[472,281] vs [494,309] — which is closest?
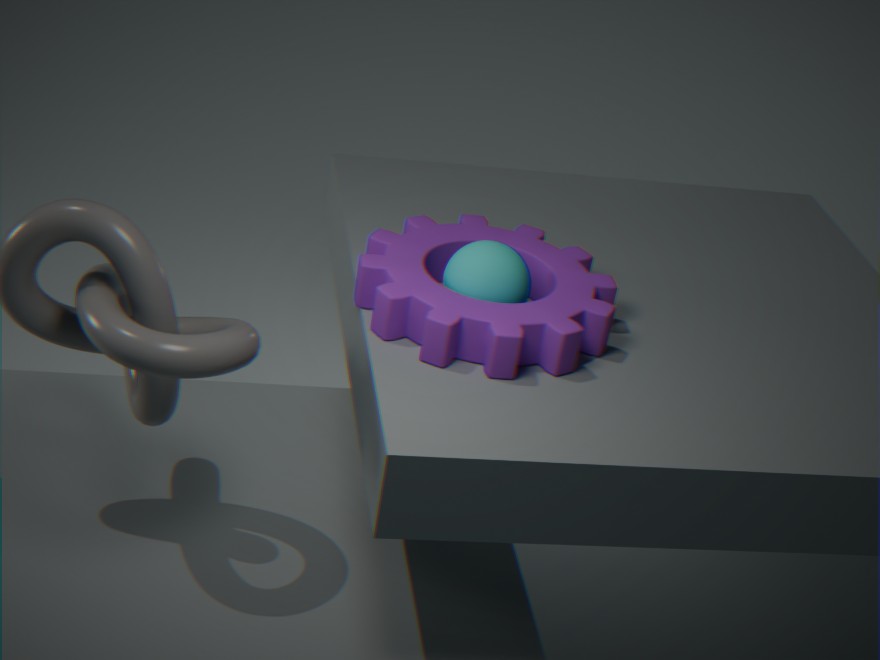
[494,309]
